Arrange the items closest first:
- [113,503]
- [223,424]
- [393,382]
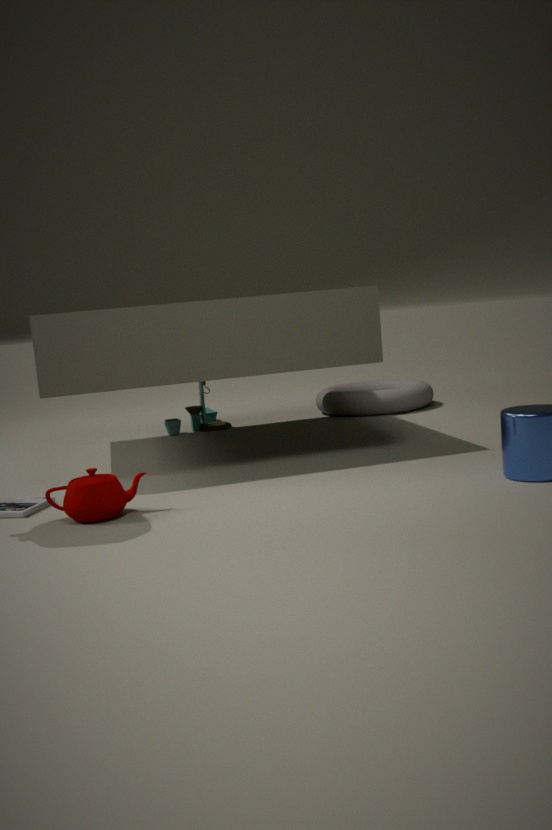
[113,503] < [223,424] < [393,382]
